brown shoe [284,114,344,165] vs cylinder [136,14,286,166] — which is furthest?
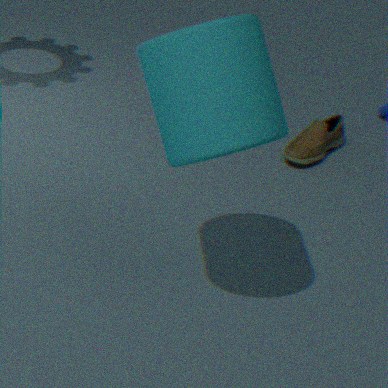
brown shoe [284,114,344,165]
